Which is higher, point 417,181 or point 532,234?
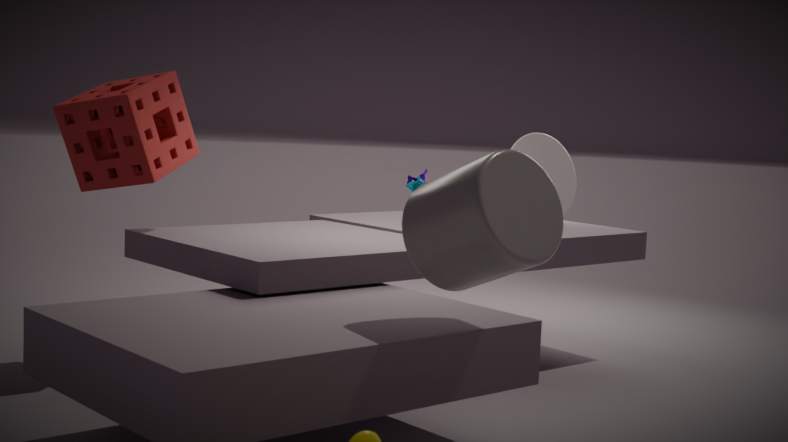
point 532,234
